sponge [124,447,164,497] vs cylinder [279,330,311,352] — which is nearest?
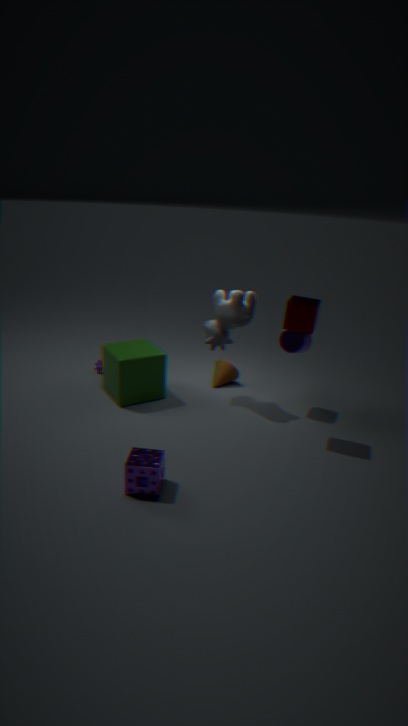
sponge [124,447,164,497]
